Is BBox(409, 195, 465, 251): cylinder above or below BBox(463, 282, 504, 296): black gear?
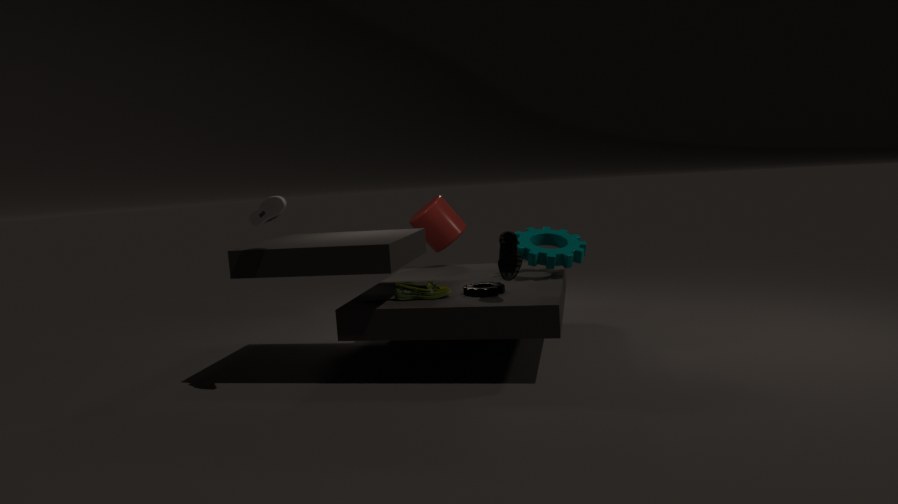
above
